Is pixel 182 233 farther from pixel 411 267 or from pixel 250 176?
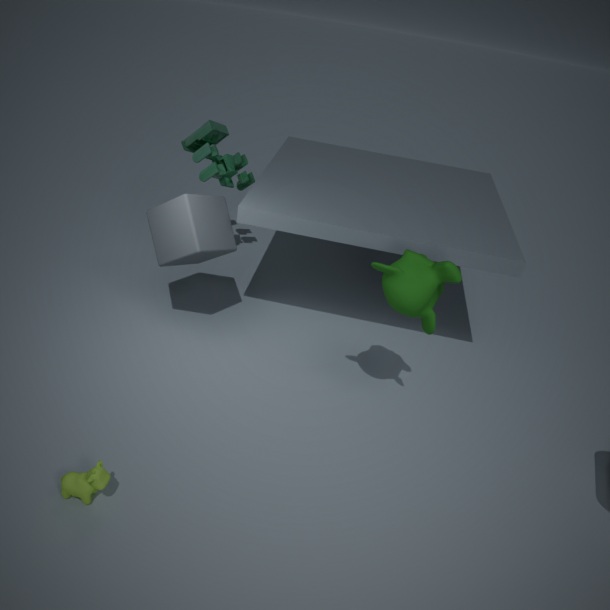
pixel 411 267
